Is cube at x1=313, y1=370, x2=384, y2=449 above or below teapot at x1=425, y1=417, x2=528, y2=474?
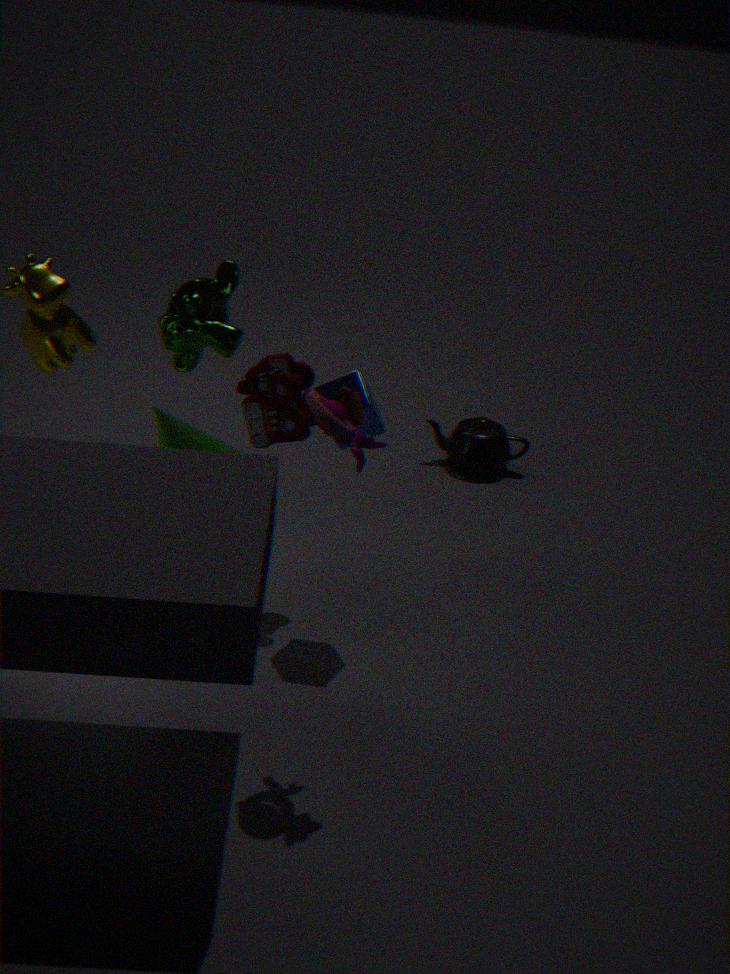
above
